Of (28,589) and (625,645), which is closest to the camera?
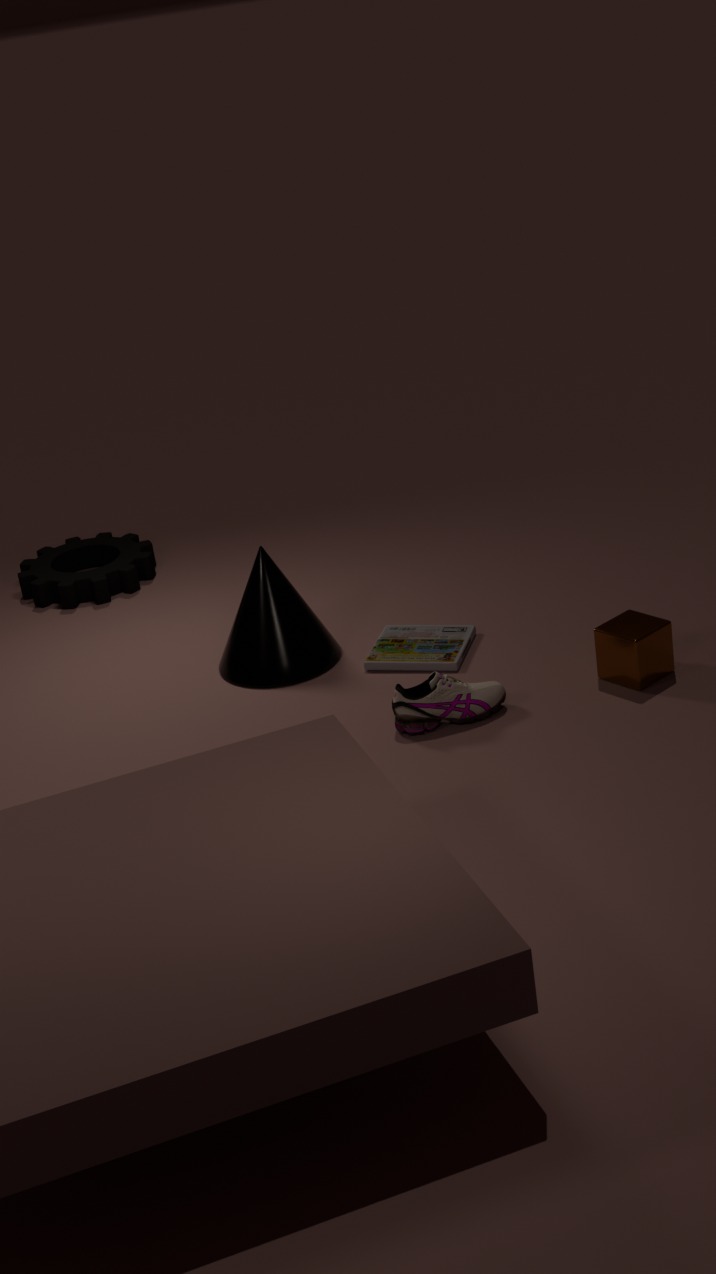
(625,645)
